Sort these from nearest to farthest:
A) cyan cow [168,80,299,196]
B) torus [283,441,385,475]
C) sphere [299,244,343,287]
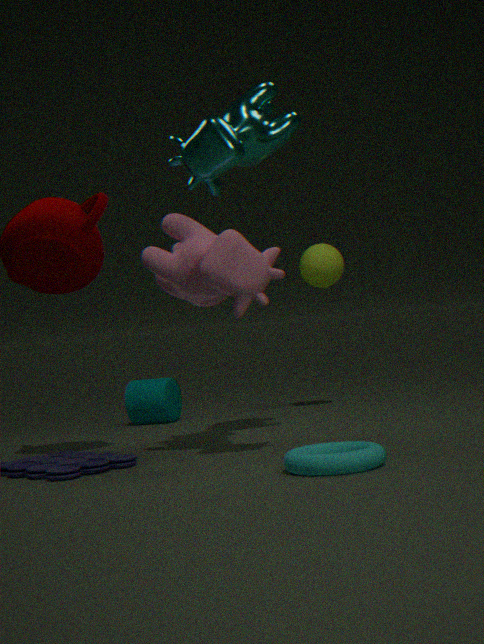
B. torus [283,441,385,475]
A. cyan cow [168,80,299,196]
C. sphere [299,244,343,287]
